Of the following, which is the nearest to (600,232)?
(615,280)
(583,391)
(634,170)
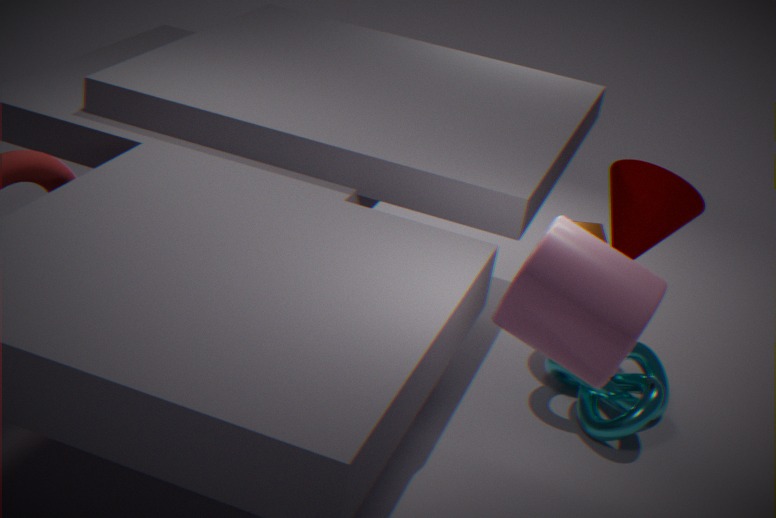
(634,170)
